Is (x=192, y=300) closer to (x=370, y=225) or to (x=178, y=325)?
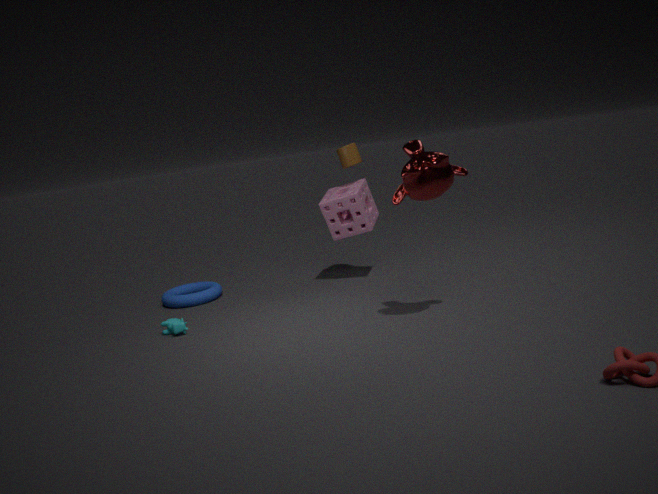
(x=178, y=325)
